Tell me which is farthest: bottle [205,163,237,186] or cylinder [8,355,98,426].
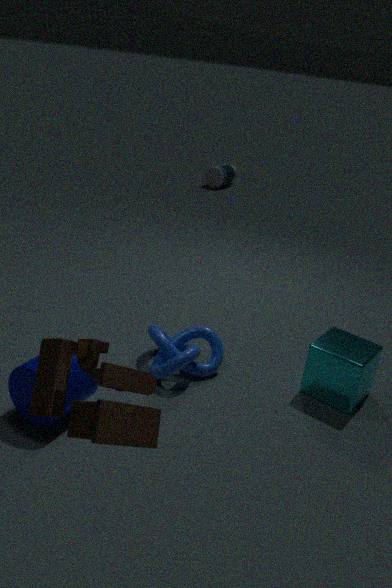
bottle [205,163,237,186]
